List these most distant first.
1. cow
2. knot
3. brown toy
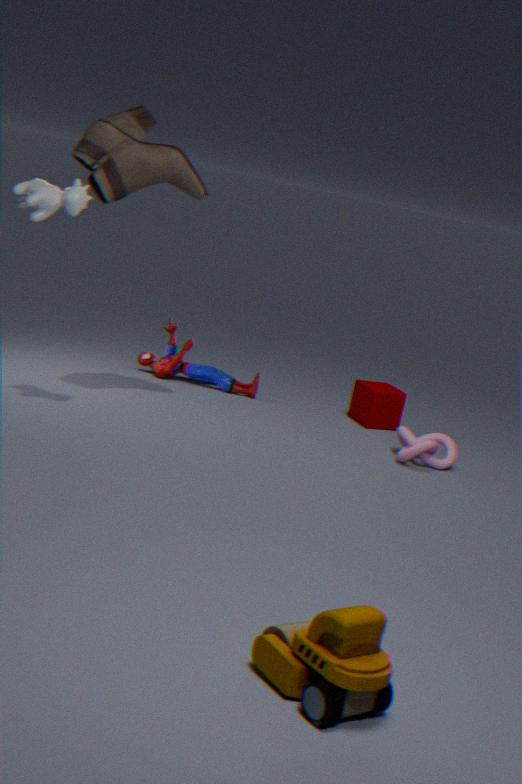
1. knot
2. cow
3. brown toy
